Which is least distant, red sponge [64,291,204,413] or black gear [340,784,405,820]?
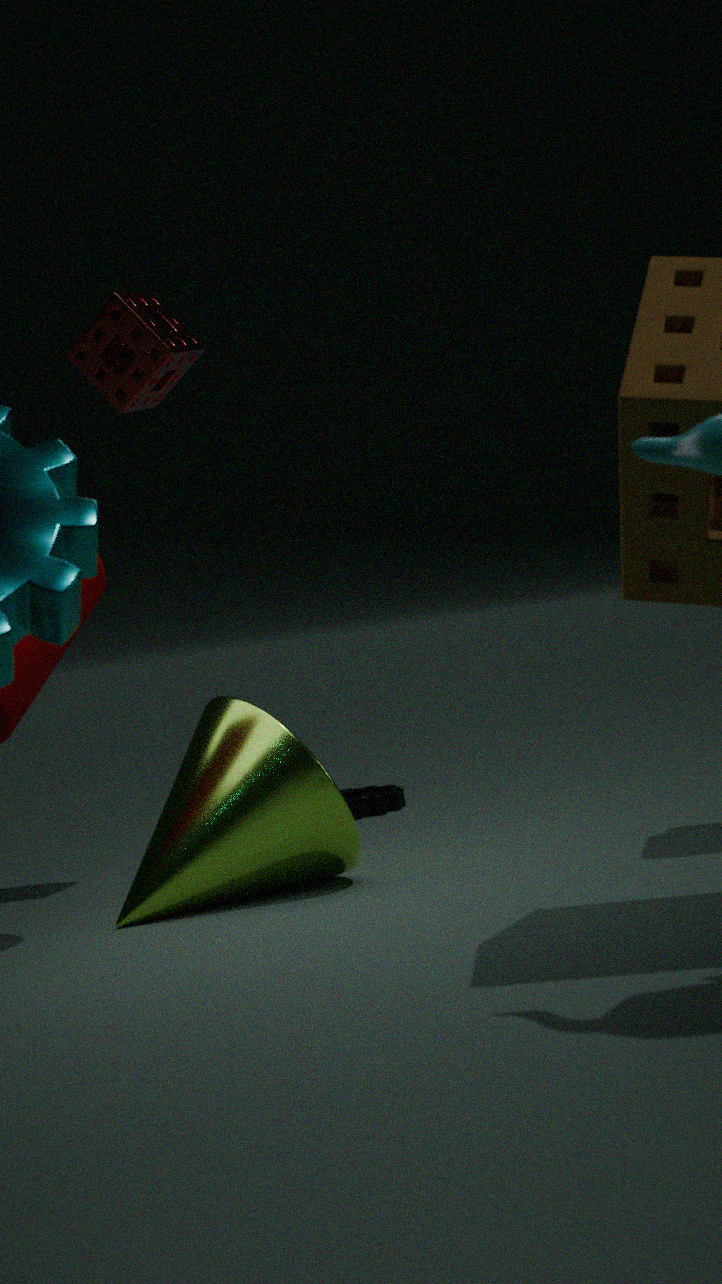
red sponge [64,291,204,413]
